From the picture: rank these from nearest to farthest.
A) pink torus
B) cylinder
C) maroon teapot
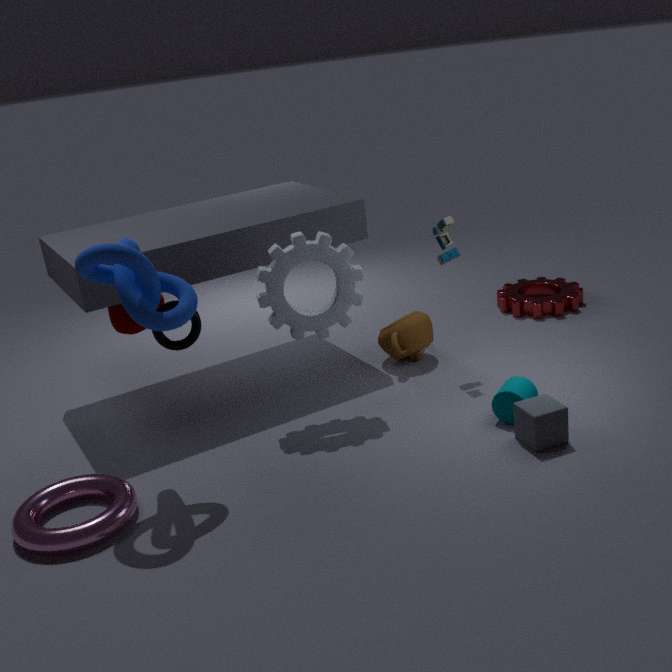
pink torus → cylinder → maroon teapot
